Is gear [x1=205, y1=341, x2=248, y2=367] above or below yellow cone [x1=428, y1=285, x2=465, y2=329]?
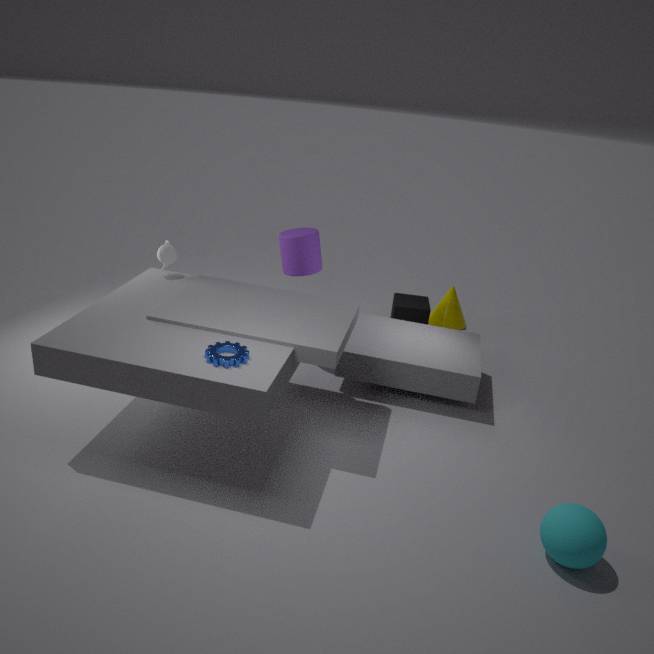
above
